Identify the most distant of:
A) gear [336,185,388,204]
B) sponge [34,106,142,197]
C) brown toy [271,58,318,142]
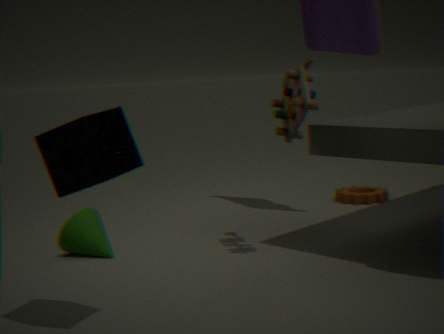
gear [336,185,388,204]
